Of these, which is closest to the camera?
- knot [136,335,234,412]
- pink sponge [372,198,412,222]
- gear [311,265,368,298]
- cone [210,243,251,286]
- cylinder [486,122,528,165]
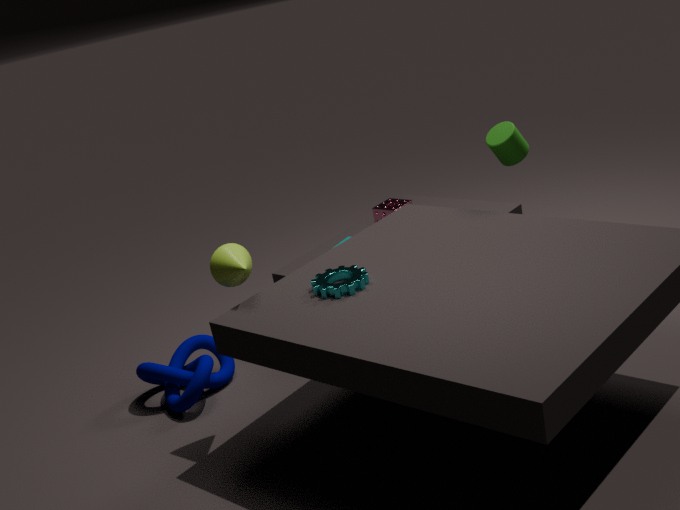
gear [311,265,368,298]
